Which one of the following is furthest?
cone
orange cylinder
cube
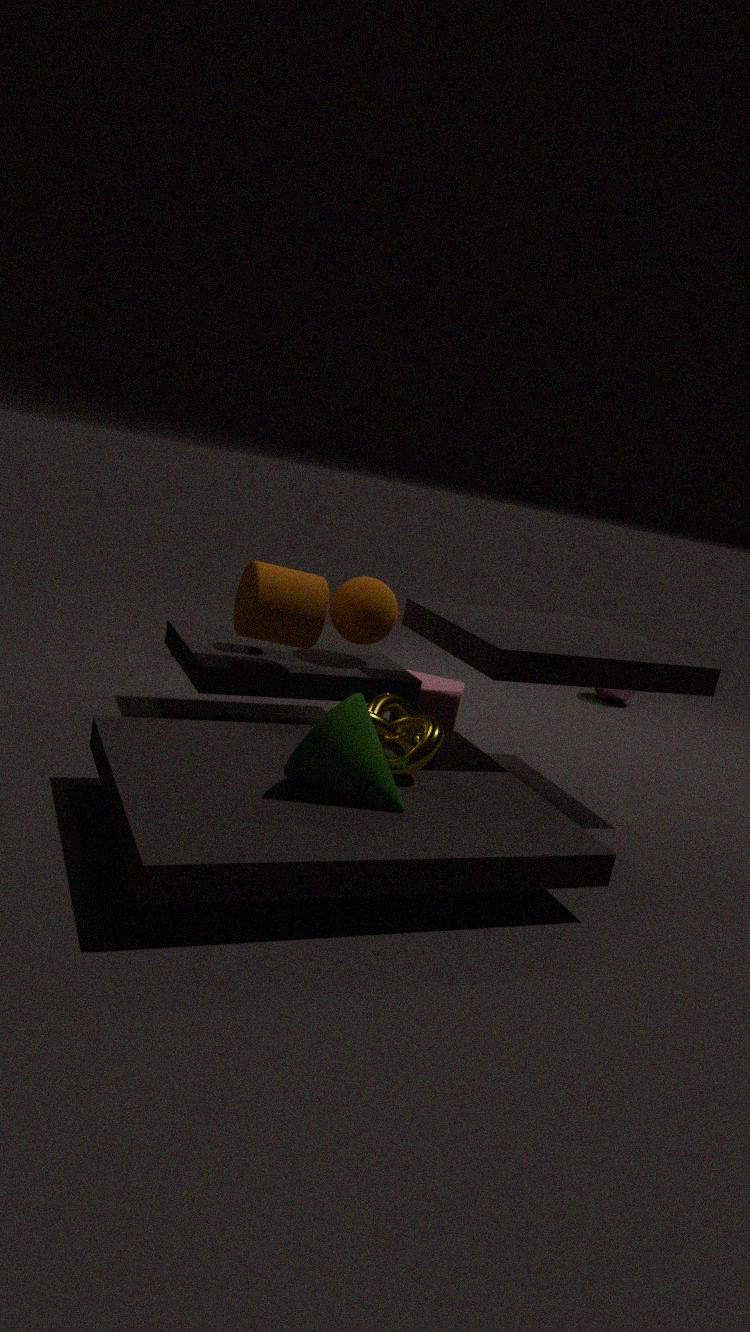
cube
